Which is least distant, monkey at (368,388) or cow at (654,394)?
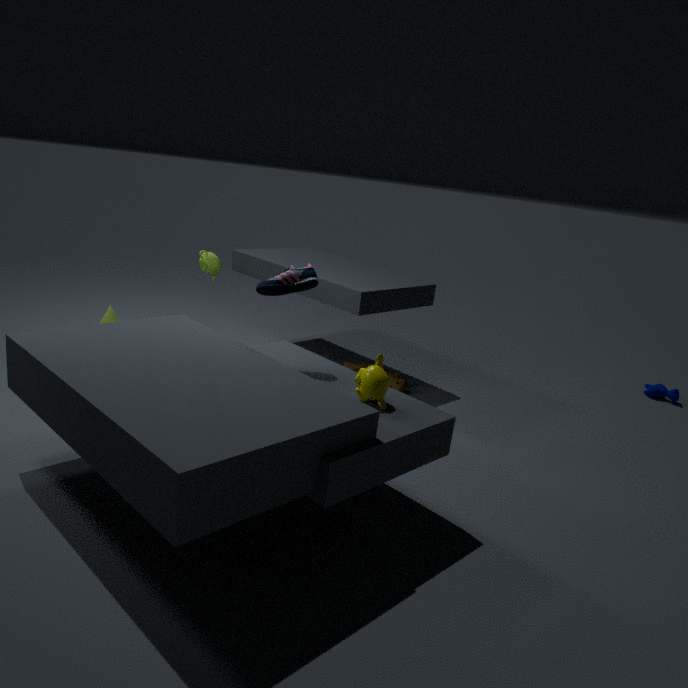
monkey at (368,388)
